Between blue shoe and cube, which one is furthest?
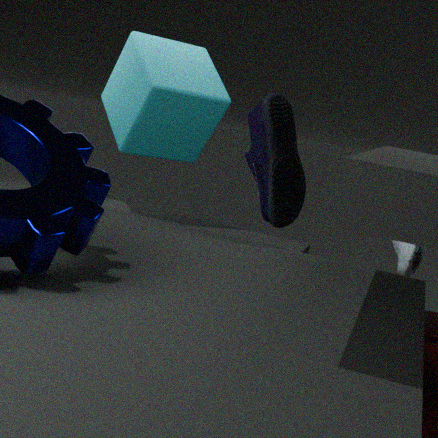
cube
